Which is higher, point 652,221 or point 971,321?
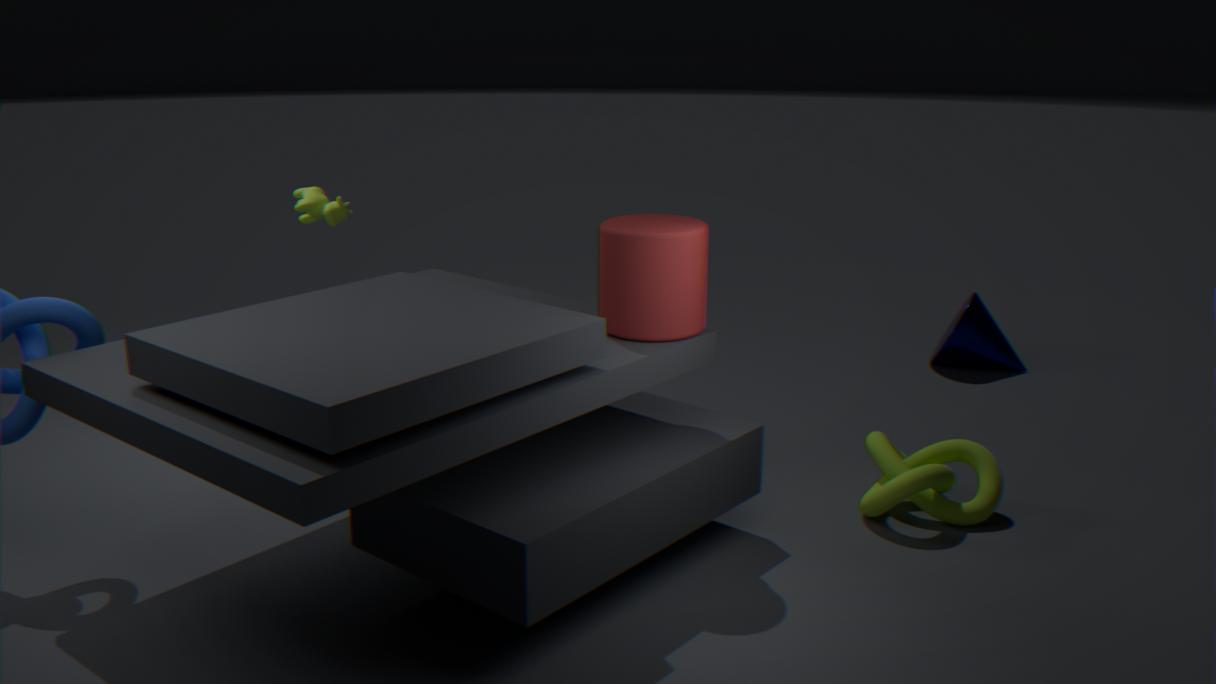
point 652,221
